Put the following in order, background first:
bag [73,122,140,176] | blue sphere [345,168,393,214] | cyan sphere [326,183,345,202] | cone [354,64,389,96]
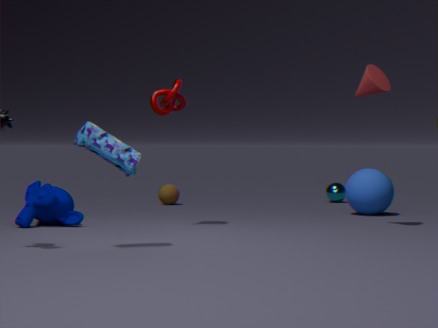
cyan sphere [326,183,345,202]
blue sphere [345,168,393,214]
cone [354,64,389,96]
bag [73,122,140,176]
